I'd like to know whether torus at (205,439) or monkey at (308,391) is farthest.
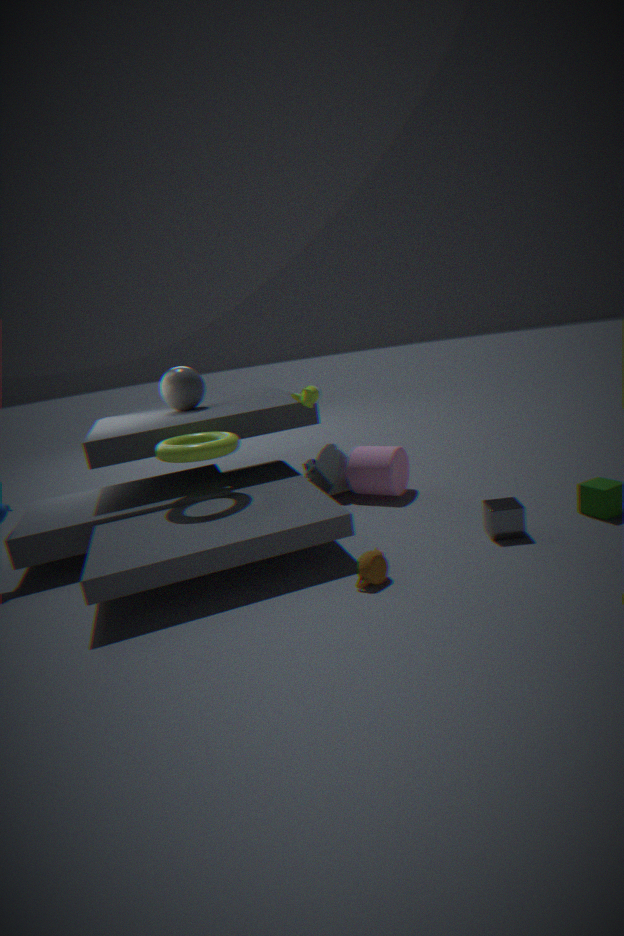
monkey at (308,391)
